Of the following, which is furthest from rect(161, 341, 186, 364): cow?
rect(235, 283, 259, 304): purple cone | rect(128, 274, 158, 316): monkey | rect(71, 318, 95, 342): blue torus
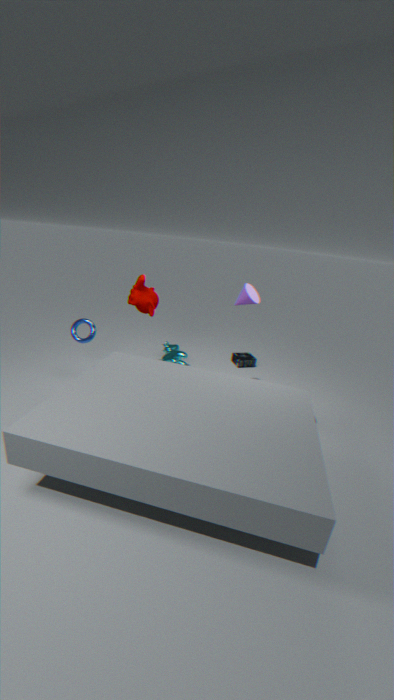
rect(235, 283, 259, 304): purple cone
